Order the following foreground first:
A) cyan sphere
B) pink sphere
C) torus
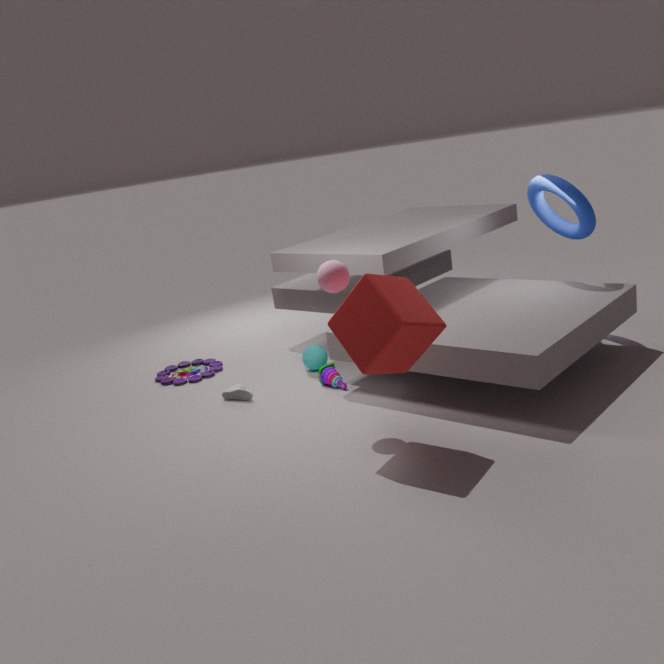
pink sphere
torus
cyan sphere
